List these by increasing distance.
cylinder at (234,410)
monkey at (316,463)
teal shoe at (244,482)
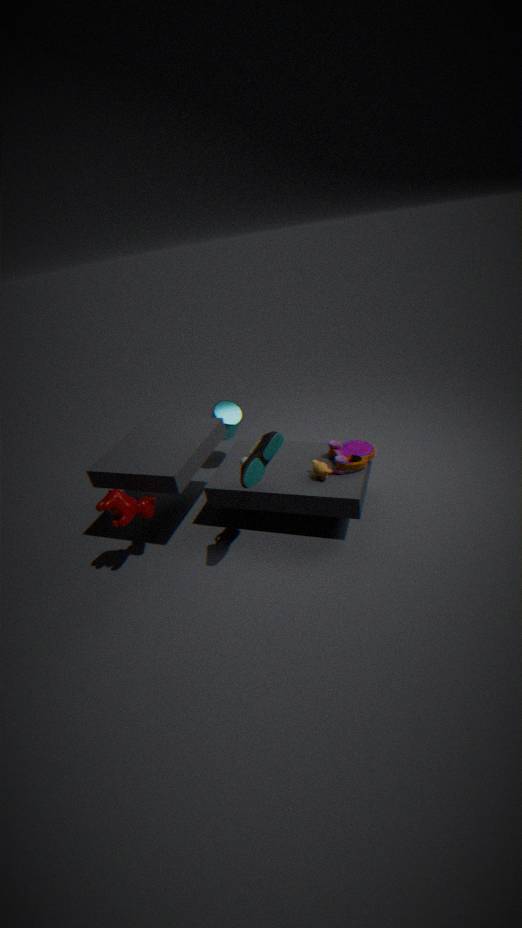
teal shoe at (244,482)
monkey at (316,463)
cylinder at (234,410)
